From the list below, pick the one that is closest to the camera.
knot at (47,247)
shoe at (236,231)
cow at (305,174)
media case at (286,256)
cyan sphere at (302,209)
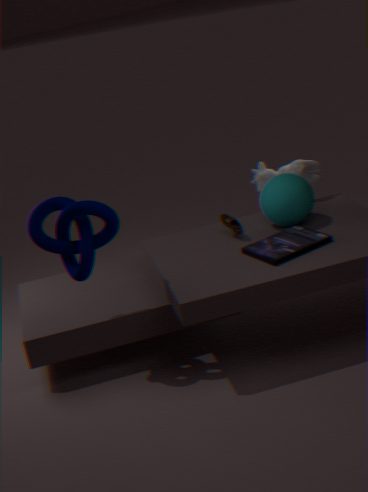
knot at (47,247)
